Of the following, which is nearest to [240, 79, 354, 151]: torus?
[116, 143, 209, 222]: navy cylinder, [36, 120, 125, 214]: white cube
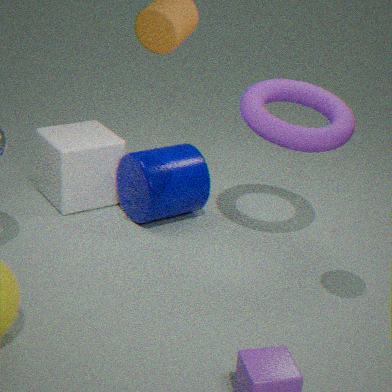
[116, 143, 209, 222]: navy cylinder
